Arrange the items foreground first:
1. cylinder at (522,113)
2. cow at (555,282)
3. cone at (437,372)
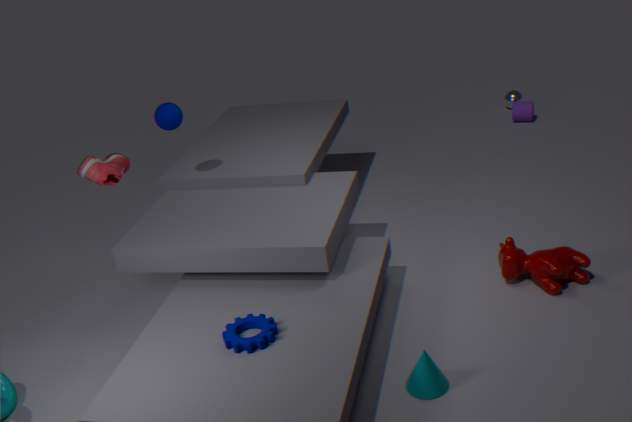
cone at (437,372) → cow at (555,282) → cylinder at (522,113)
